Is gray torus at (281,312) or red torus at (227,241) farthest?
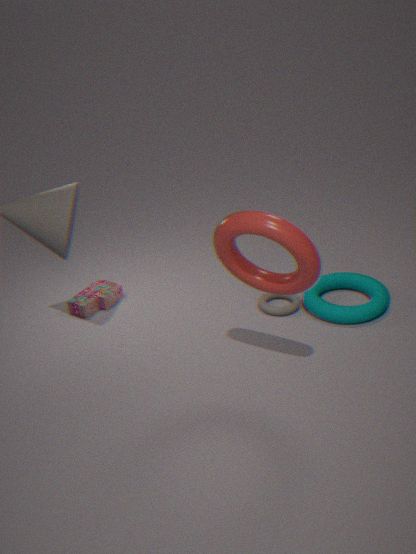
gray torus at (281,312)
